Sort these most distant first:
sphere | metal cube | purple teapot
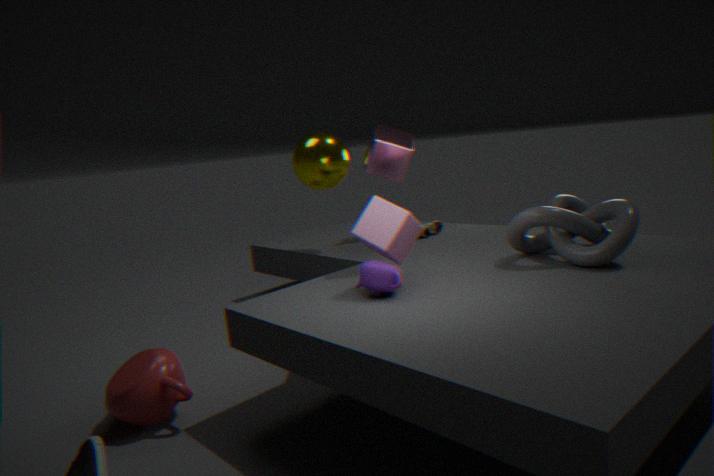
sphere → metal cube → purple teapot
